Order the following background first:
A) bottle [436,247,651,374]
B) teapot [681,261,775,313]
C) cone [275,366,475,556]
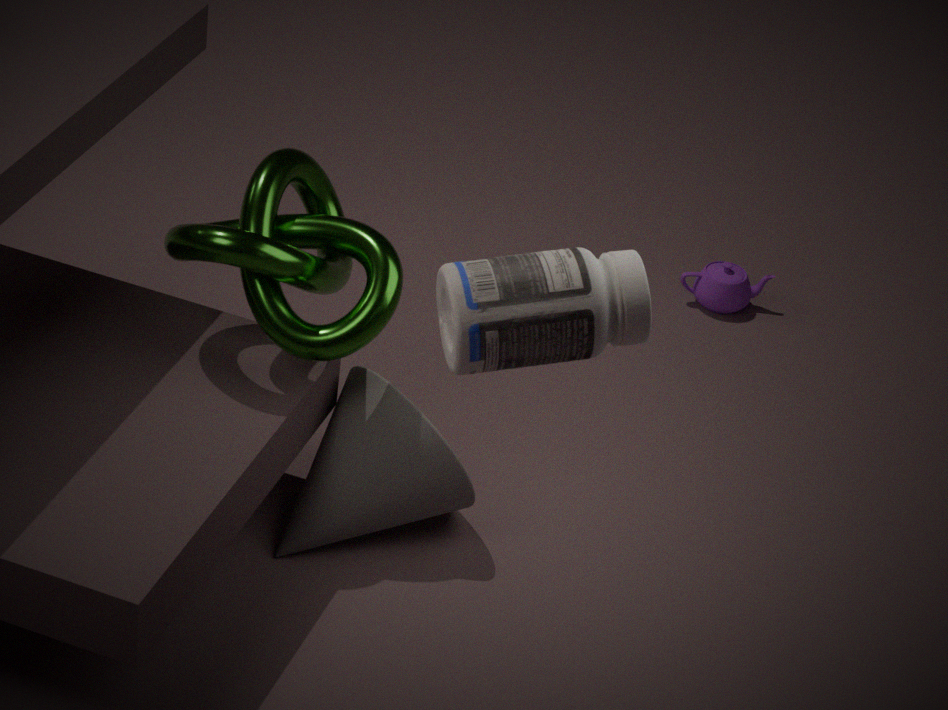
teapot [681,261,775,313], cone [275,366,475,556], bottle [436,247,651,374]
